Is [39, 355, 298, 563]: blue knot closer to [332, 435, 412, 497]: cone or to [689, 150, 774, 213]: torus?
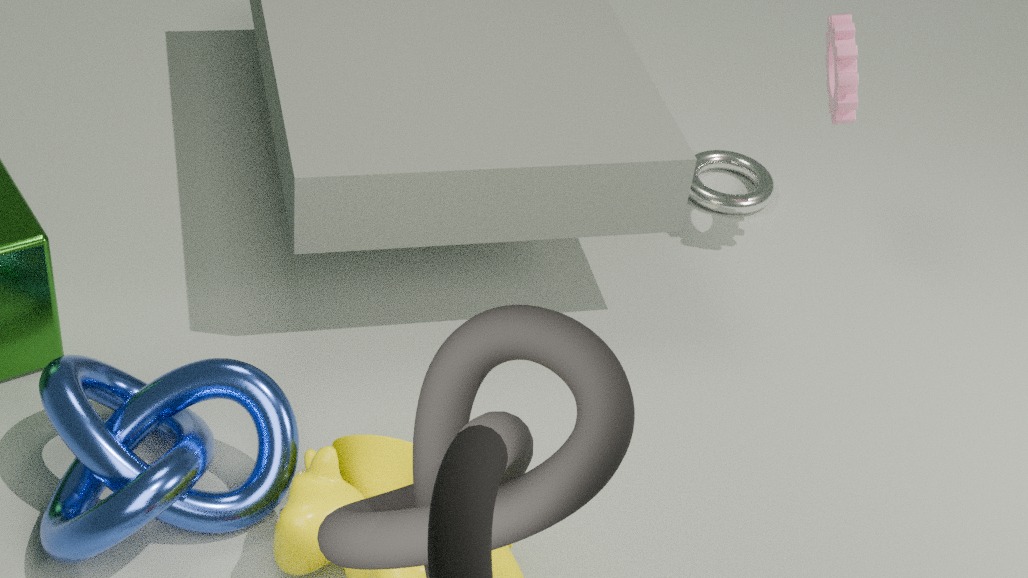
[332, 435, 412, 497]: cone
